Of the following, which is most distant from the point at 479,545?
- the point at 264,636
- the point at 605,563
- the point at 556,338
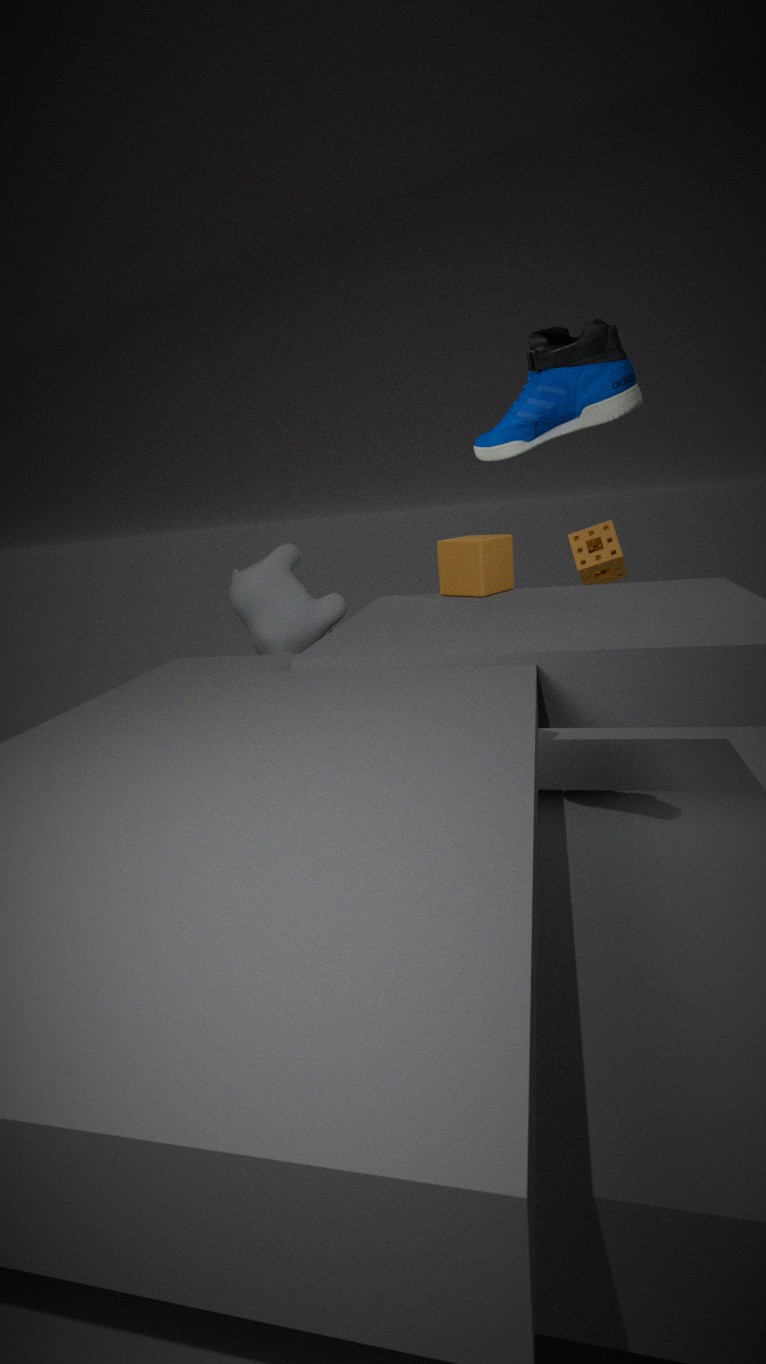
the point at 556,338
